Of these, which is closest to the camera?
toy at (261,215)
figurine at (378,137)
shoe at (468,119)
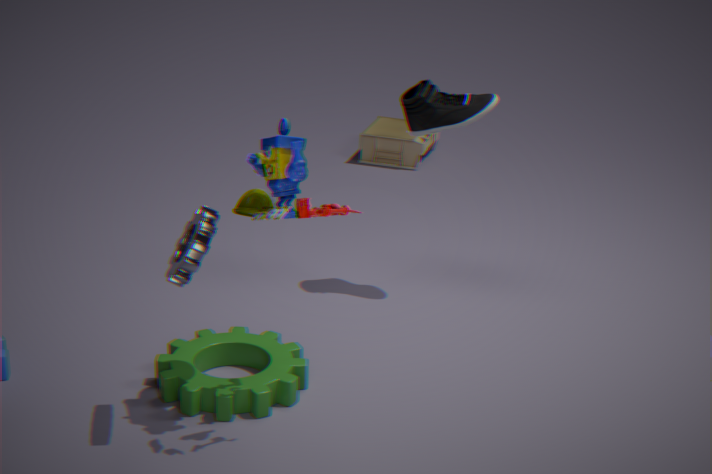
toy at (261,215)
